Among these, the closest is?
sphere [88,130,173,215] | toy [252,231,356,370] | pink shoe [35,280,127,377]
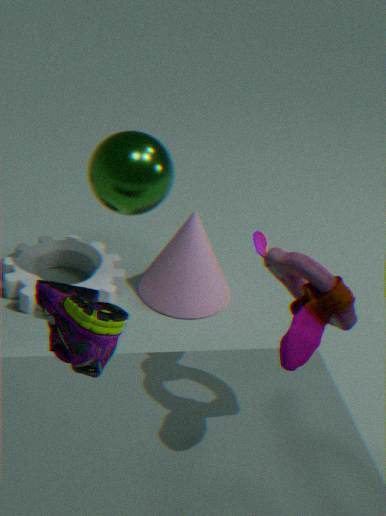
pink shoe [35,280,127,377]
